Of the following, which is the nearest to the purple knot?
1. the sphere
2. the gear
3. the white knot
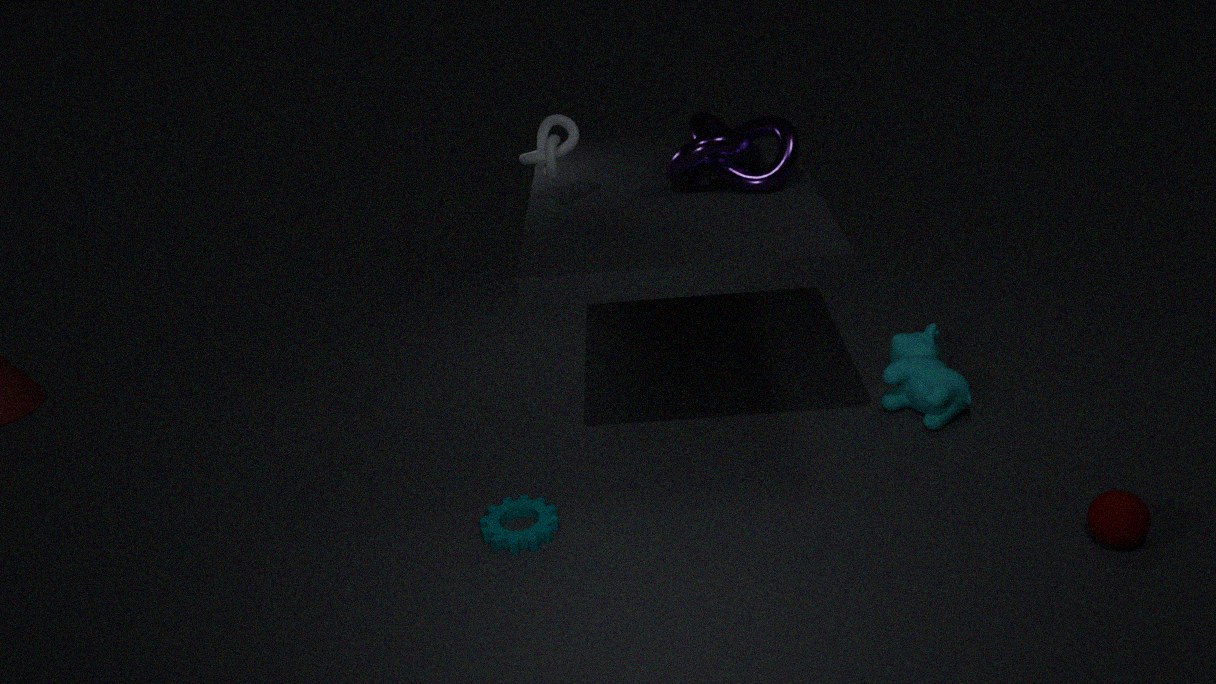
the white knot
